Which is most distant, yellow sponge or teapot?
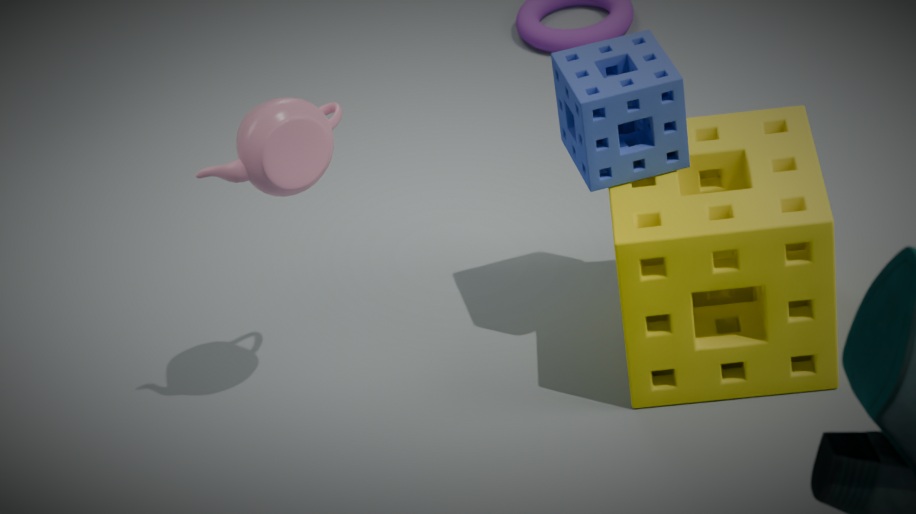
yellow sponge
